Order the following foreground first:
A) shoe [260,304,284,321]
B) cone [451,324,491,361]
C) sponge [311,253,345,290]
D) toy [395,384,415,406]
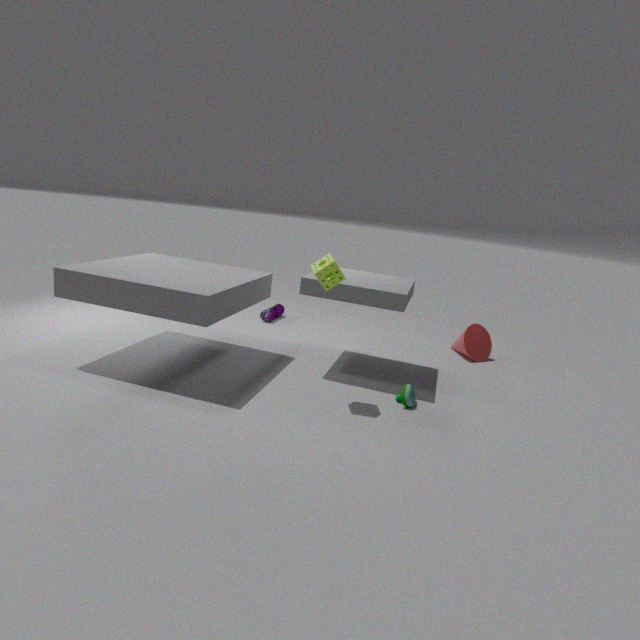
sponge [311,253,345,290], toy [395,384,415,406], cone [451,324,491,361], shoe [260,304,284,321]
